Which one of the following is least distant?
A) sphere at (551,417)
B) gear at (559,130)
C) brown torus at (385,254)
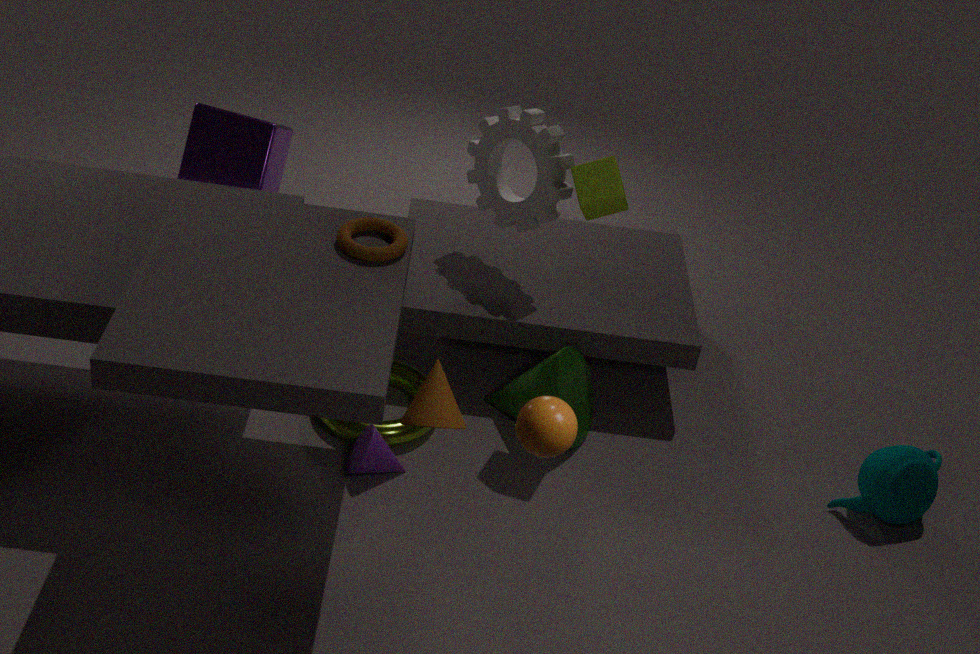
sphere at (551,417)
